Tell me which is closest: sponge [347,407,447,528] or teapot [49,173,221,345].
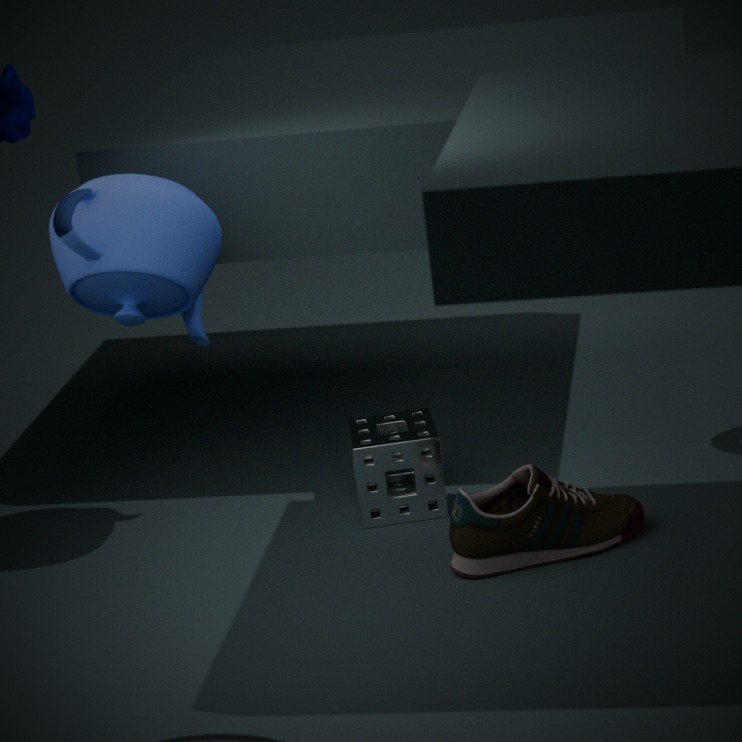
teapot [49,173,221,345]
